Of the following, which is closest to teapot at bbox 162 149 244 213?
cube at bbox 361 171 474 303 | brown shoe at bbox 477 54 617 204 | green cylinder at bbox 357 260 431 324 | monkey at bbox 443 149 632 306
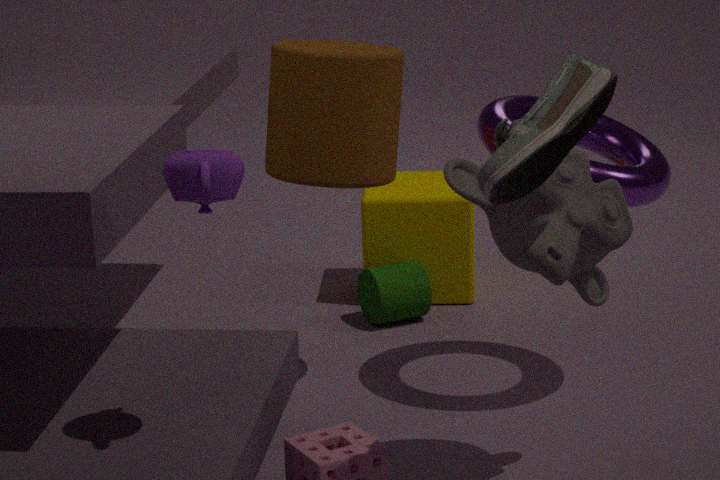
brown shoe at bbox 477 54 617 204
